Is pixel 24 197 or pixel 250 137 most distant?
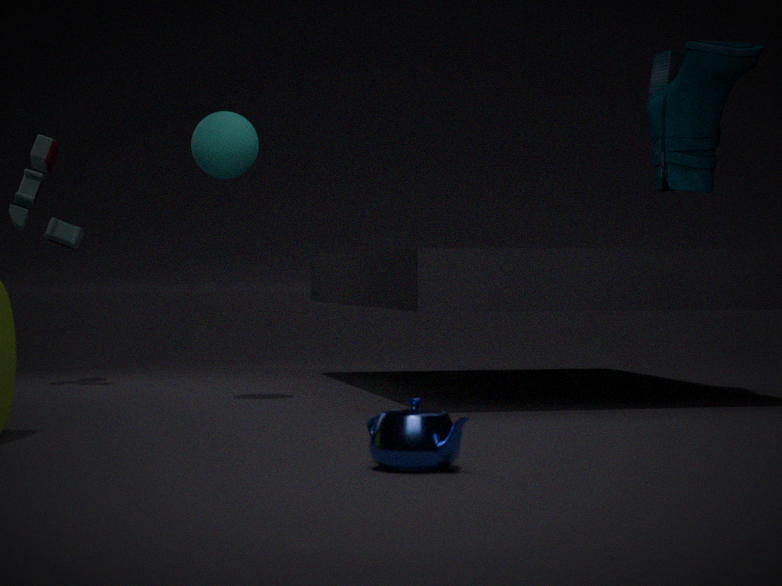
pixel 24 197
